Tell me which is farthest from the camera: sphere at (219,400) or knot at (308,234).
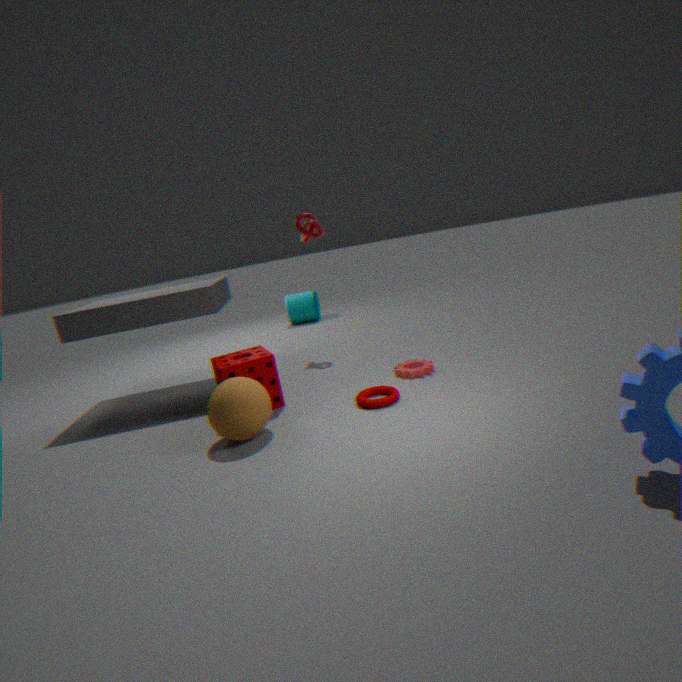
knot at (308,234)
